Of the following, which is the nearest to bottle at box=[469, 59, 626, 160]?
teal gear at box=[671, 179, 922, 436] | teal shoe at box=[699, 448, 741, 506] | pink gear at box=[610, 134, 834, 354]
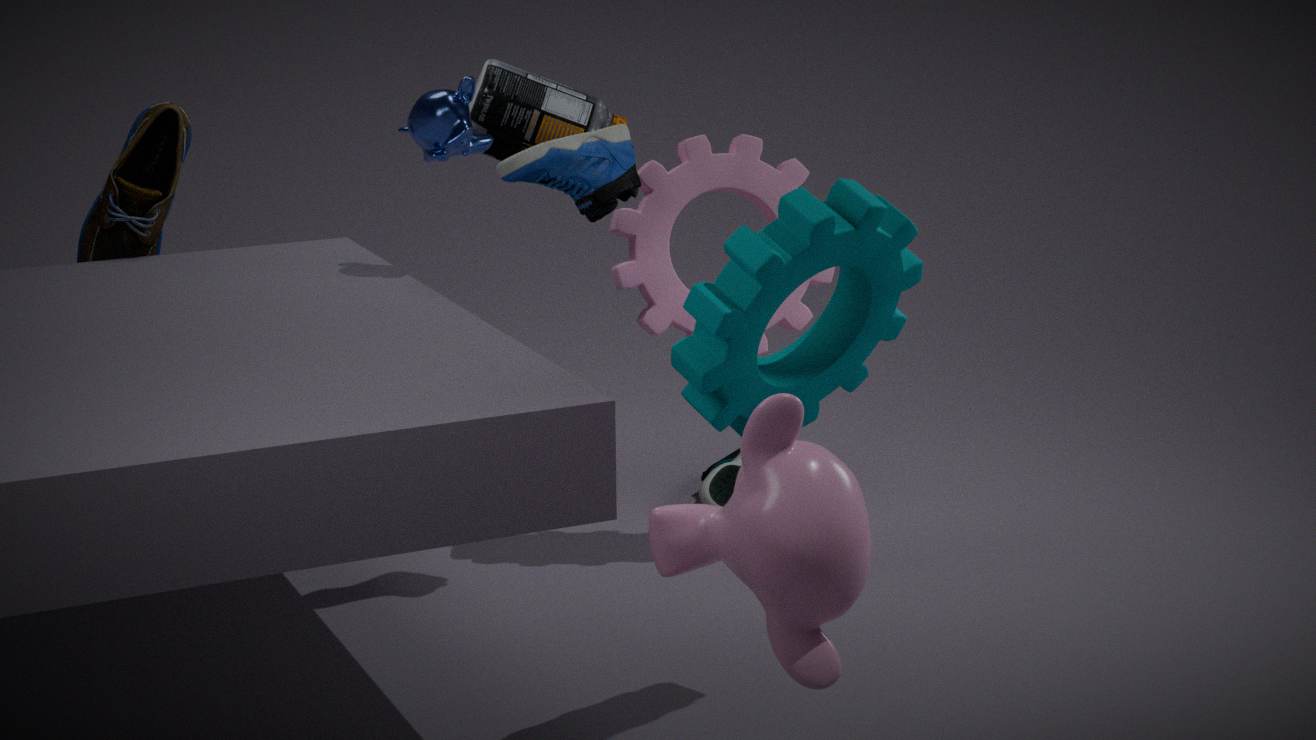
pink gear at box=[610, 134, 834, 354]
